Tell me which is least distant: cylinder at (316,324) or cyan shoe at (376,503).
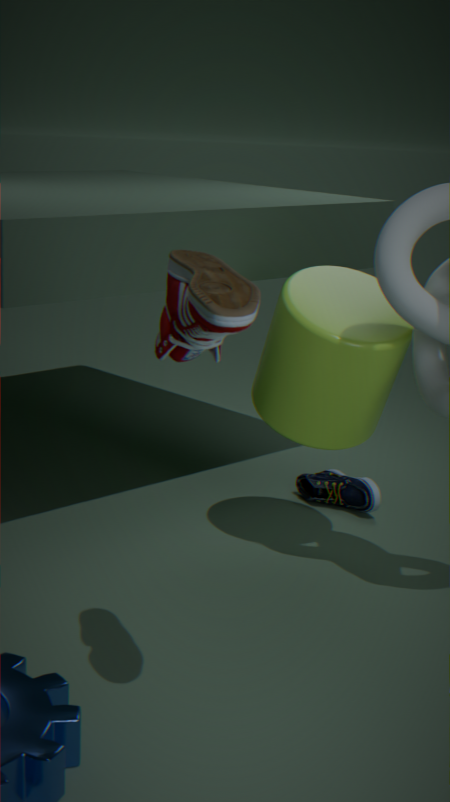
cylinder at (316,324)
